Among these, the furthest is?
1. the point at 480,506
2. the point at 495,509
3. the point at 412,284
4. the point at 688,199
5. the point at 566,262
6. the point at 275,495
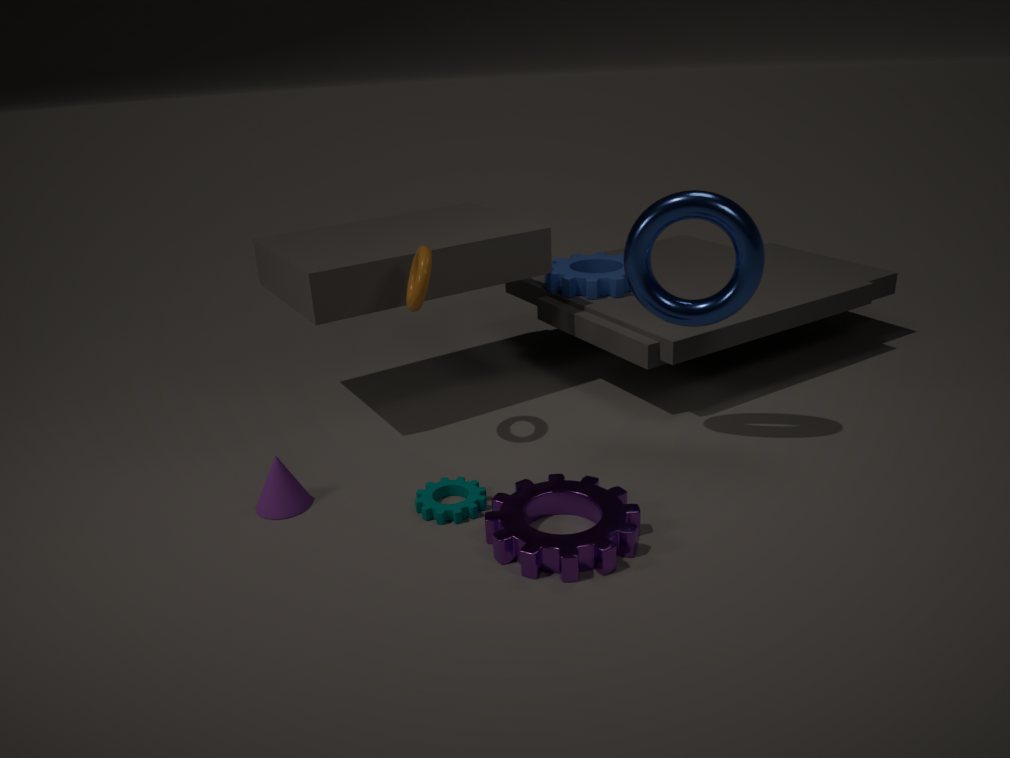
the point at 566,262
